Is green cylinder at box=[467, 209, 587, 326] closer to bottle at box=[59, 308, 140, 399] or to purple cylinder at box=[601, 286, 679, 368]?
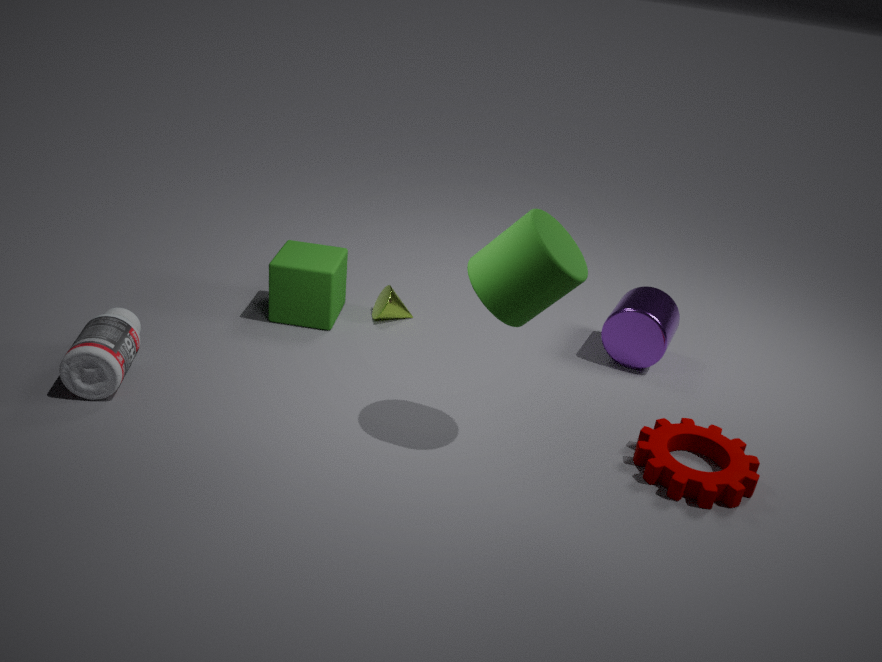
purple cylinder at box=[601, 286, 679, 368]
